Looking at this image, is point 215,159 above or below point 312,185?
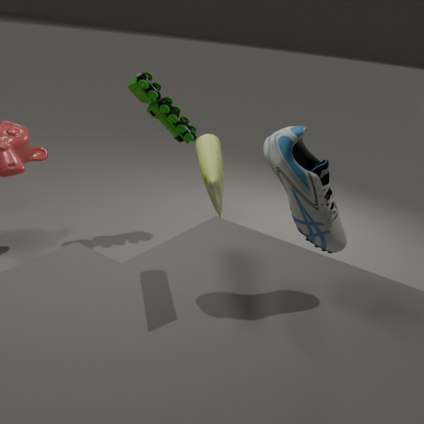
above
